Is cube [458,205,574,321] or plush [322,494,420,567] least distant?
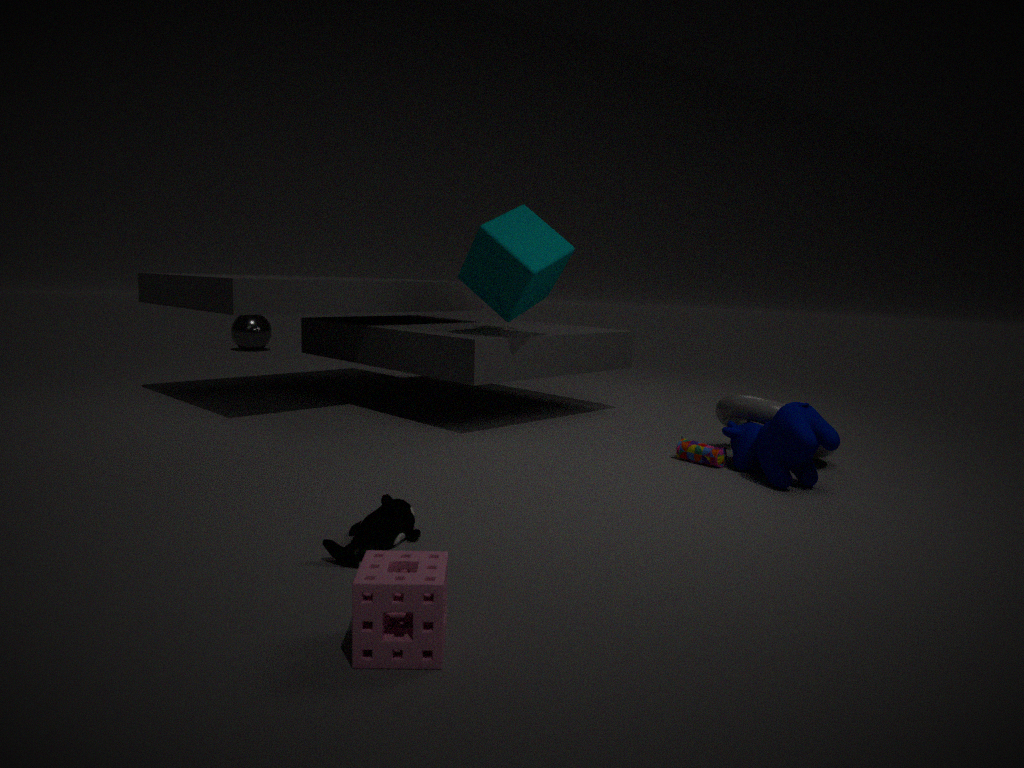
plush [322,494,420,567]
